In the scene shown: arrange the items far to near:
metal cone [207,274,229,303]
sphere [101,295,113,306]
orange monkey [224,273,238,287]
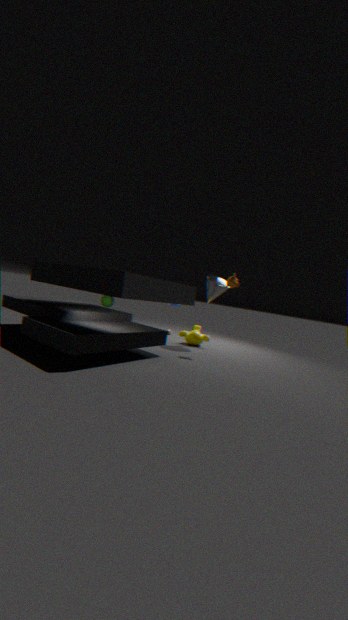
1. metal cone [207,274,229,303]
2. orange monkey [224,273,238,287]
3. sphere [101,295,113,306]
